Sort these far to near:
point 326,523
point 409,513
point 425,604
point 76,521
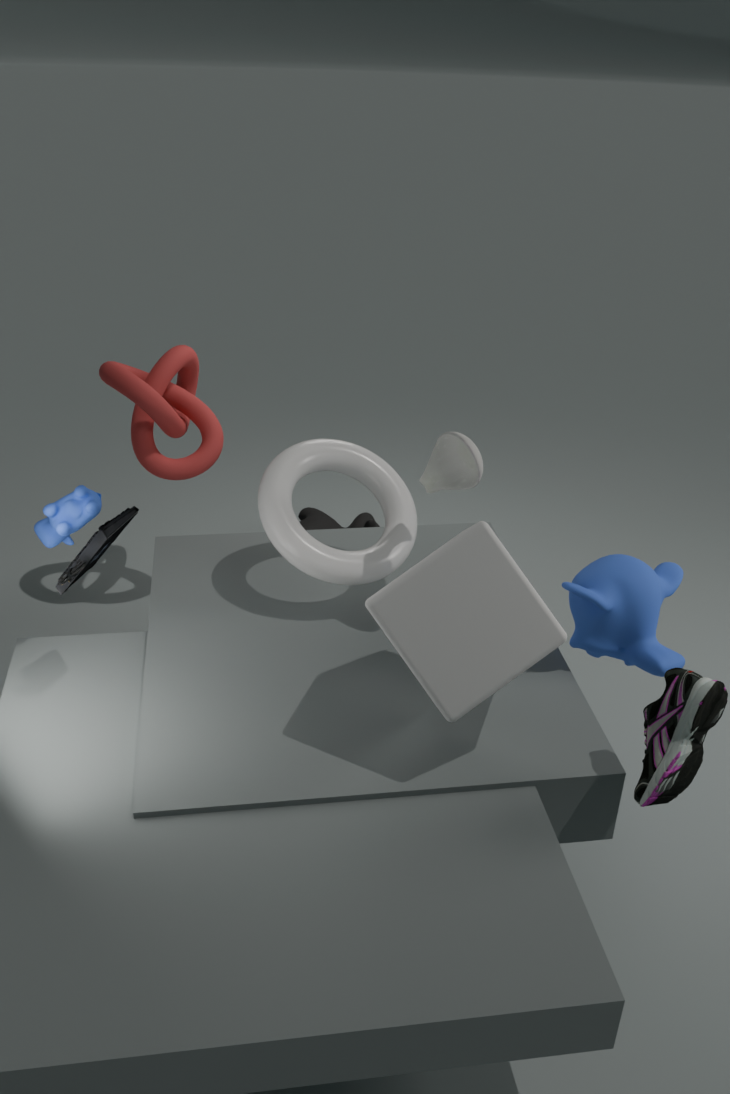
point 326,523 < point 409,513 < point 76,521 < point 425,604
